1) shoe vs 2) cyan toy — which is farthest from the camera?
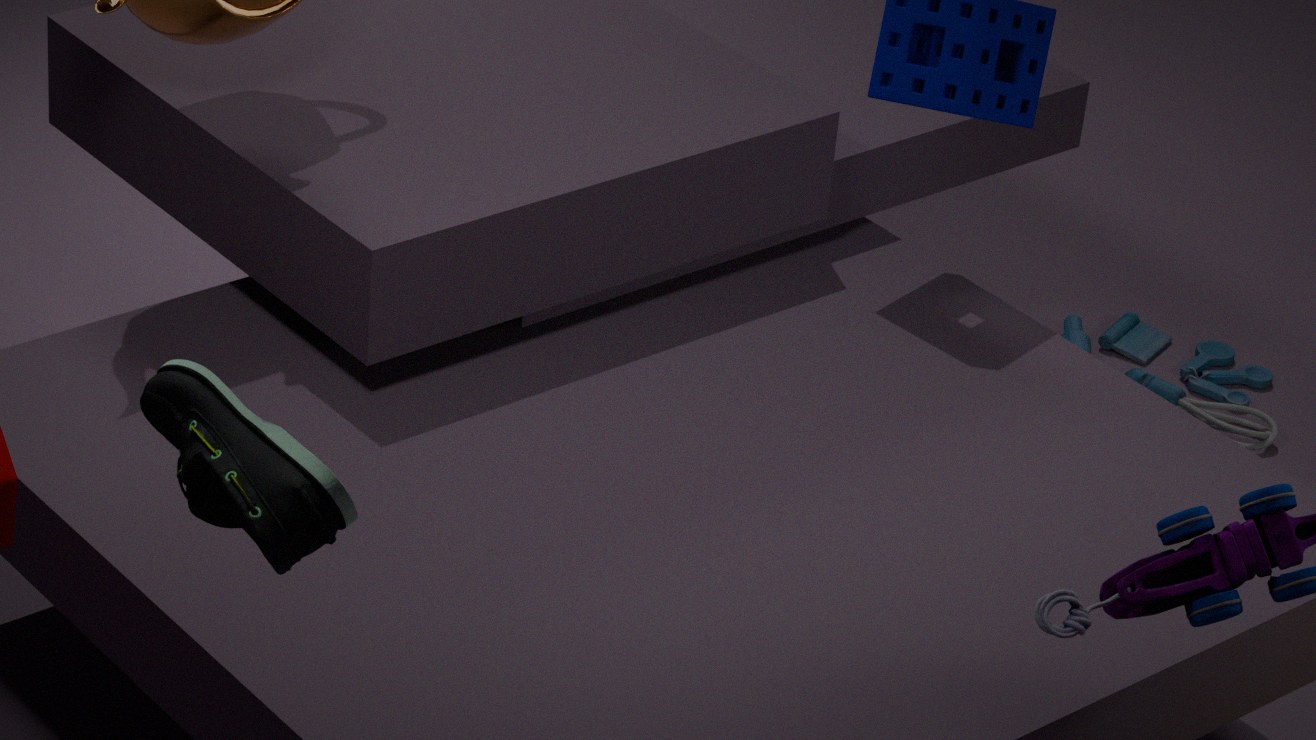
2. cyan toy
